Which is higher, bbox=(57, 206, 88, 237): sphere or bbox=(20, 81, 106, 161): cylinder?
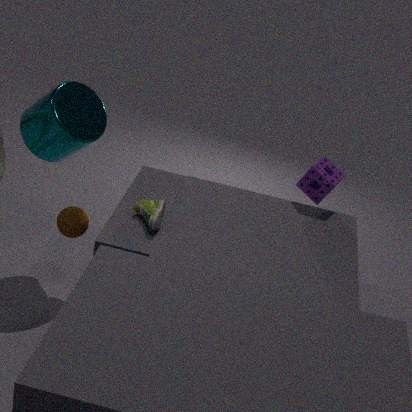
bbox=(20, 81, 106, 161): cylinder
